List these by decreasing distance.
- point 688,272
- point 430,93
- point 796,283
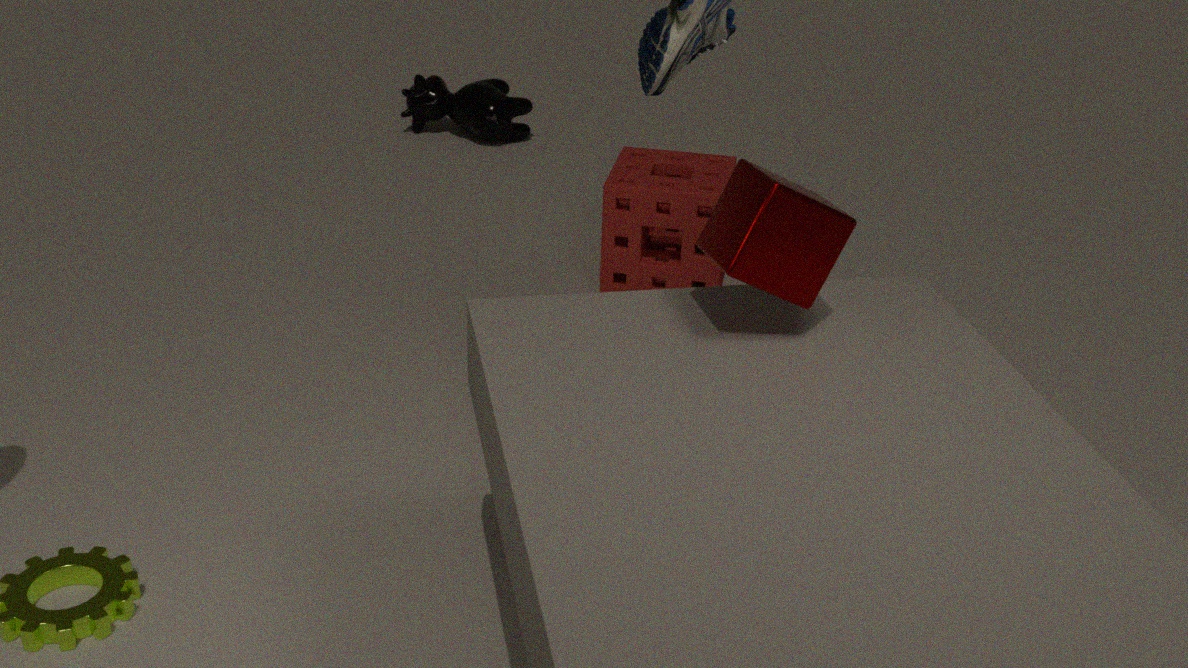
1. point 430,93
2. point 688,272
3. point 796,283
